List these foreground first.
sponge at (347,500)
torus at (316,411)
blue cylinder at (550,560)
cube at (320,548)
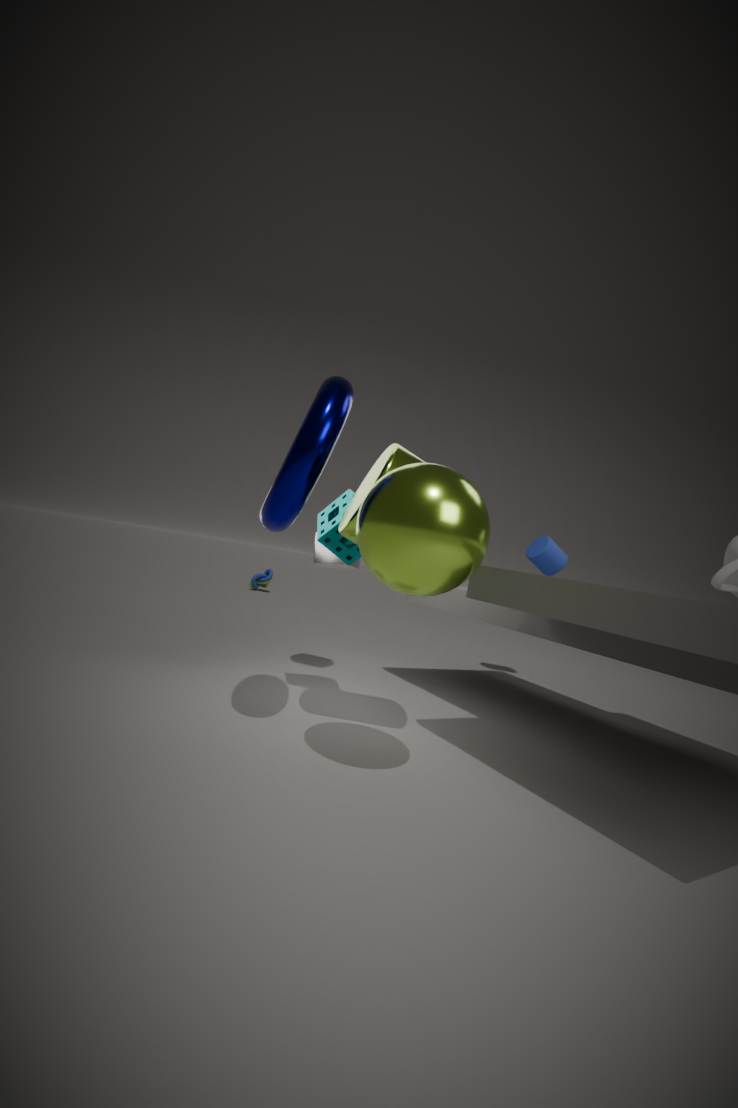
torus at (316,411) < sponge at (347,500) < cube at (320,548) < blue cylinder at (550,560)
